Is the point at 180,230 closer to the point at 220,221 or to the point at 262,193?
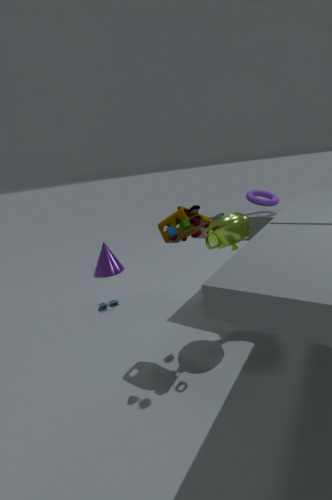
the point at 220,221
